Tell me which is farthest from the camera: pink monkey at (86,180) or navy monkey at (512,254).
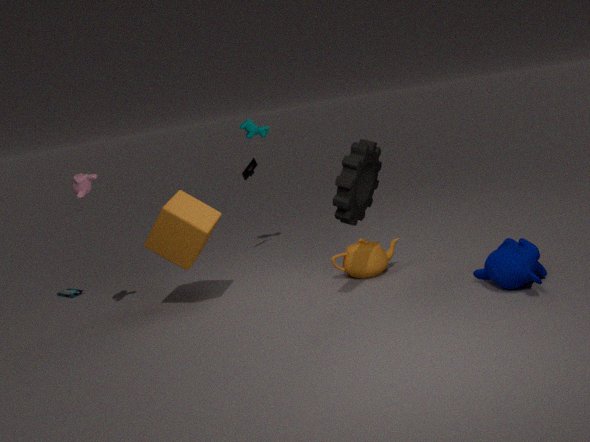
pink monkey at (86,180)
